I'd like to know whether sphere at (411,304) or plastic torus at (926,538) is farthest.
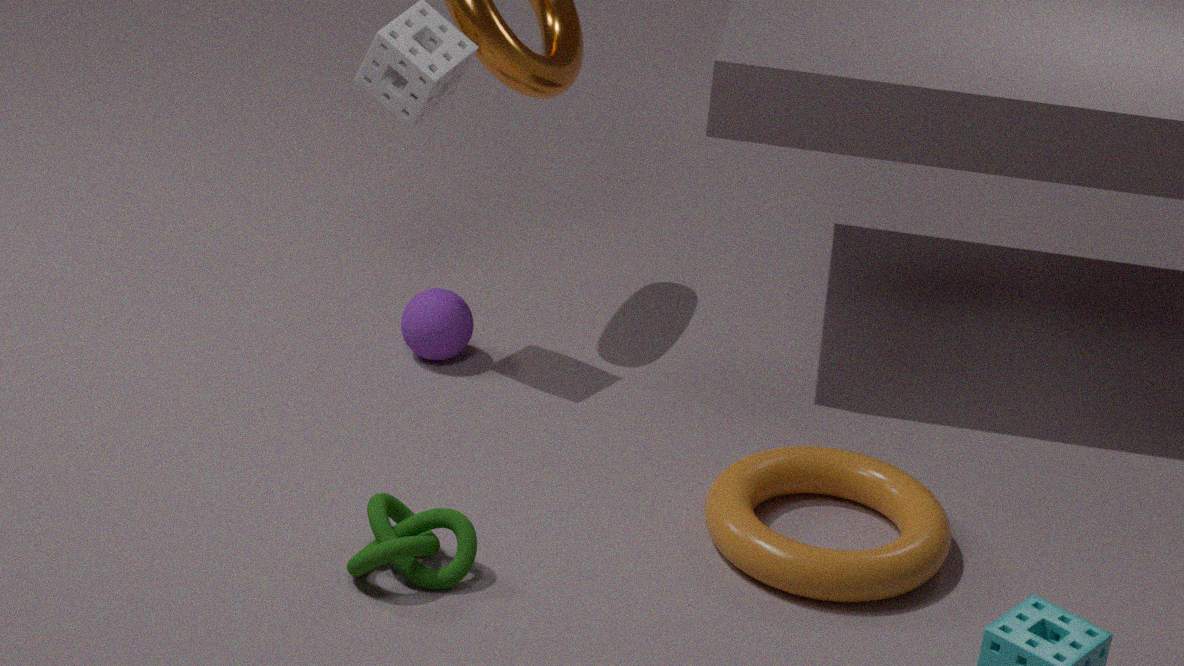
sphere at (411,304)
